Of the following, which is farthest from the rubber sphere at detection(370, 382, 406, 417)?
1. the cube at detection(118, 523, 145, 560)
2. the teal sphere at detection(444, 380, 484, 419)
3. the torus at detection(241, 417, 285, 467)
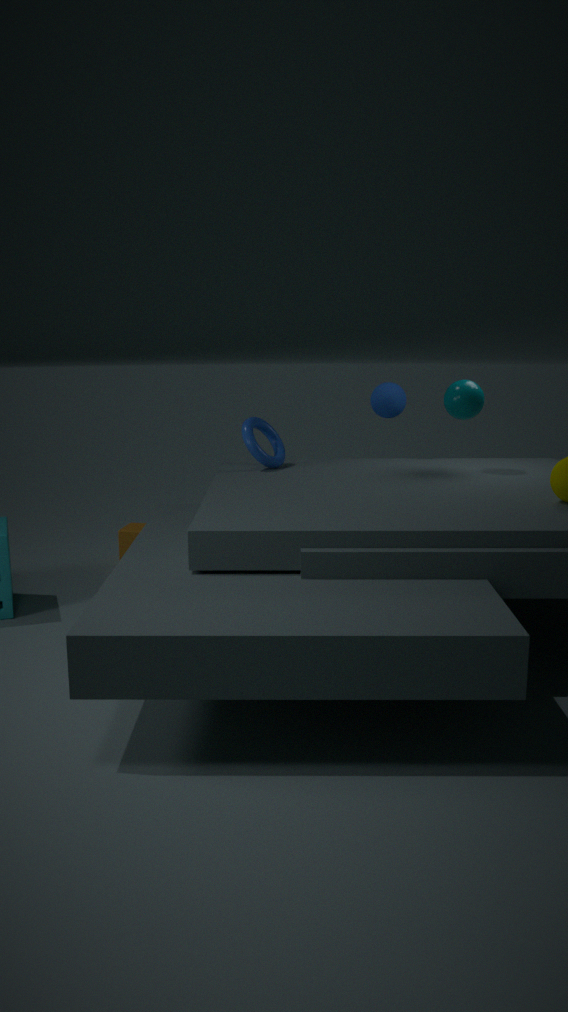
the cube at detection(118, 523, 145, 560)
